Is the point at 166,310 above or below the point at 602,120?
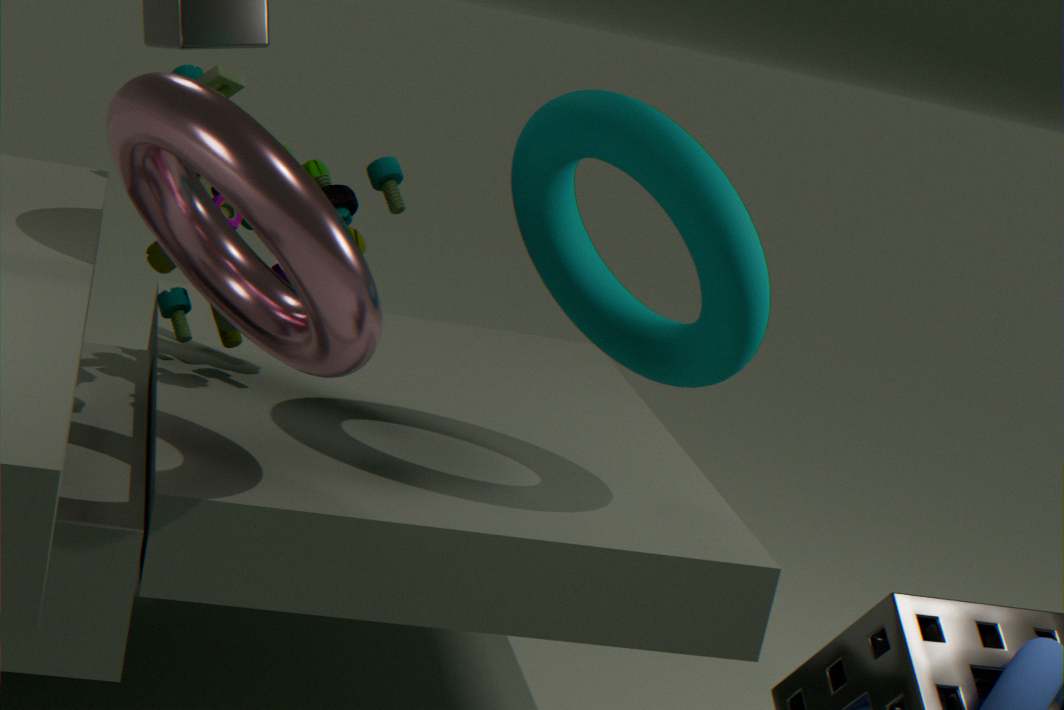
below
